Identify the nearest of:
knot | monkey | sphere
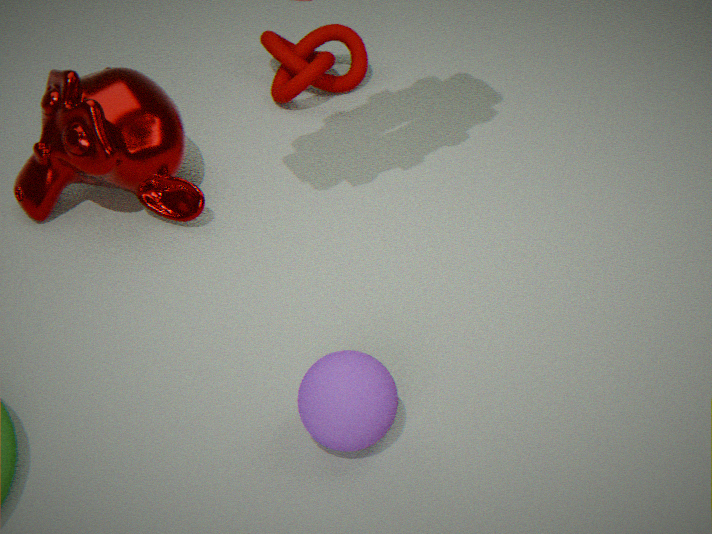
sphere
